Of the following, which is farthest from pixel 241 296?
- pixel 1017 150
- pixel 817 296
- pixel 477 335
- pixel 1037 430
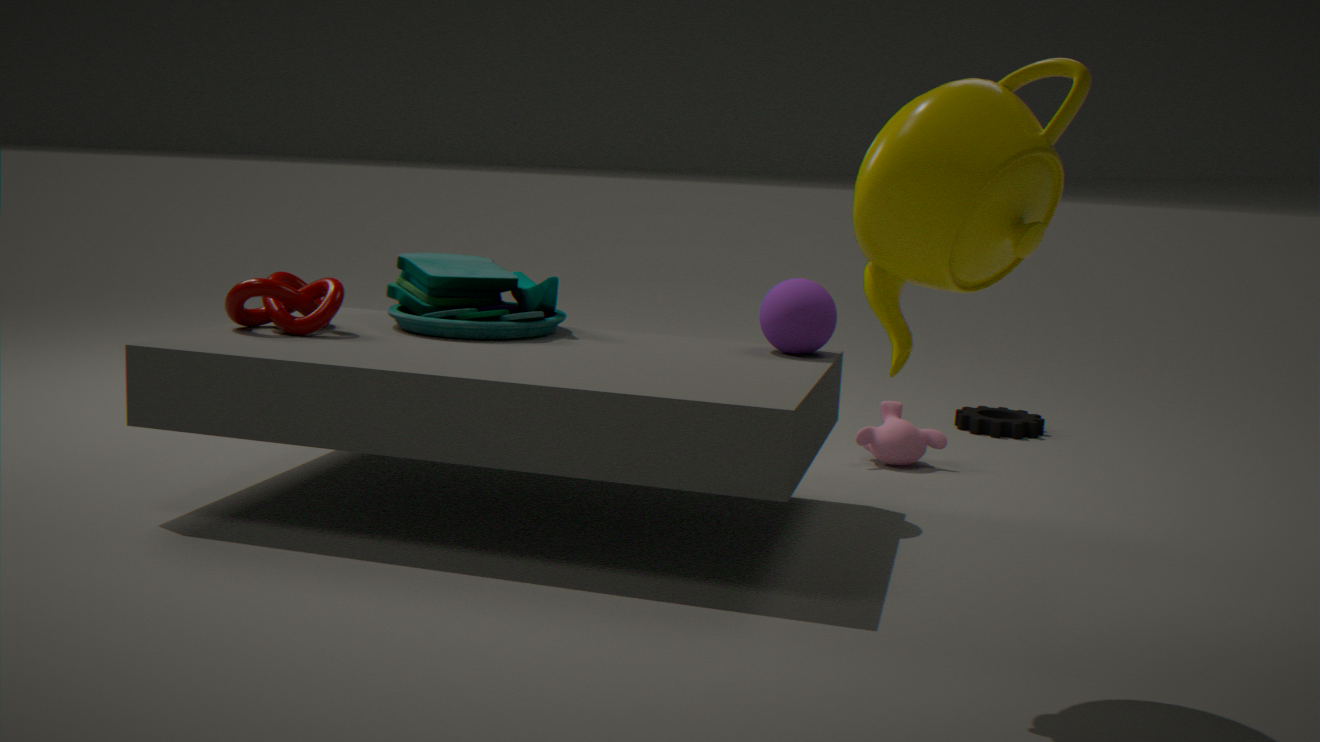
pixel 1037 430
